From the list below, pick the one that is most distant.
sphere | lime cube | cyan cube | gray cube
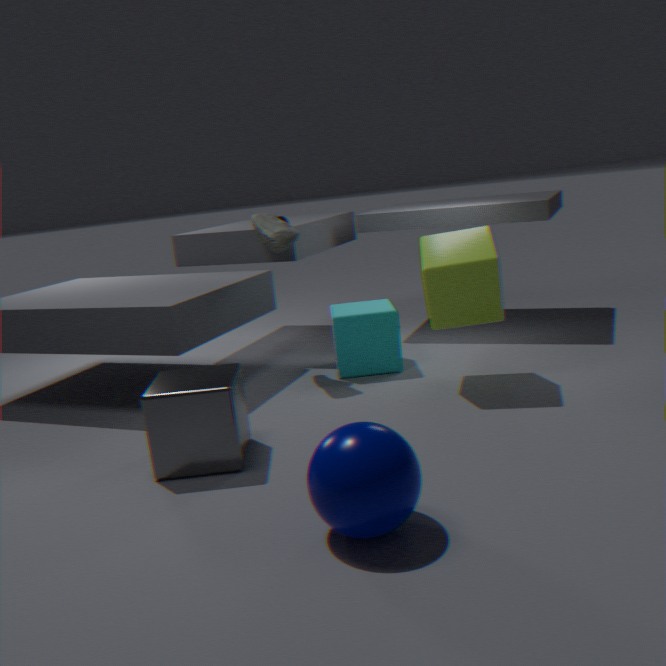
cyan cube
